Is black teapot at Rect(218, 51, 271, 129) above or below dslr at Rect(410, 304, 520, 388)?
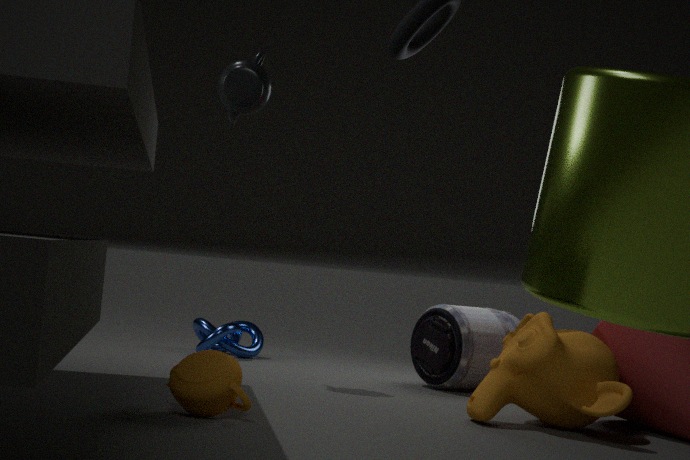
above
